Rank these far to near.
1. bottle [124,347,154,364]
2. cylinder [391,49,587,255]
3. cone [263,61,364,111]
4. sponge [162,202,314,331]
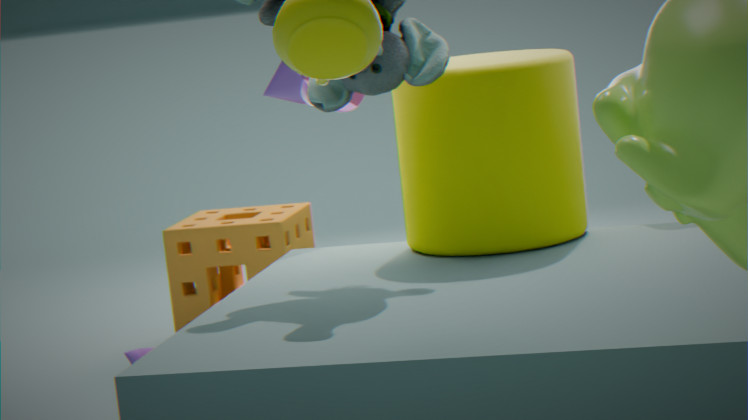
sponge [162,202,314,331] < bottle [124,347,154,364] < cone [263,61,364,111] < cylinder [391,49,587,255]
